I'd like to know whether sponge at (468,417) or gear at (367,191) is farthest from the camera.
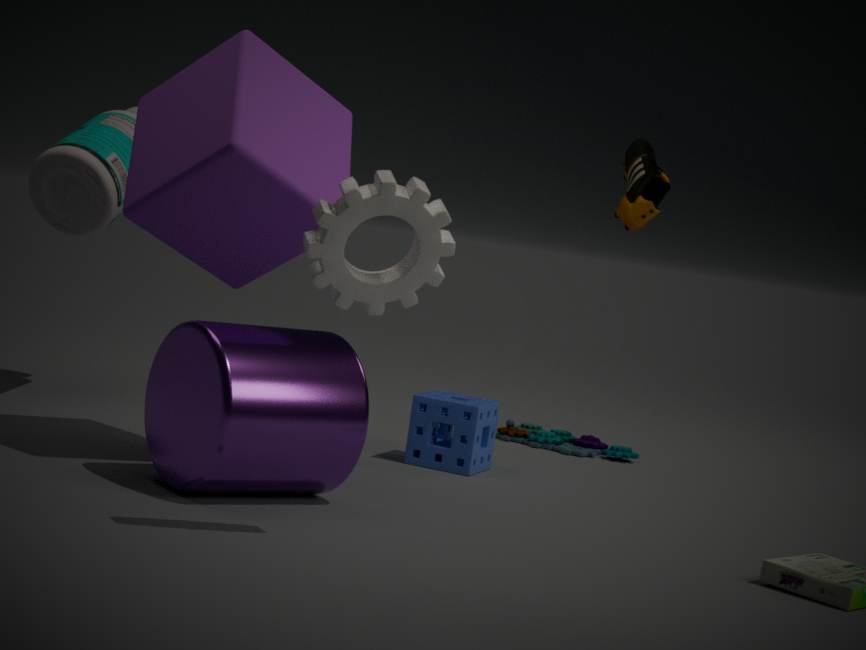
sponge at (468,417)
